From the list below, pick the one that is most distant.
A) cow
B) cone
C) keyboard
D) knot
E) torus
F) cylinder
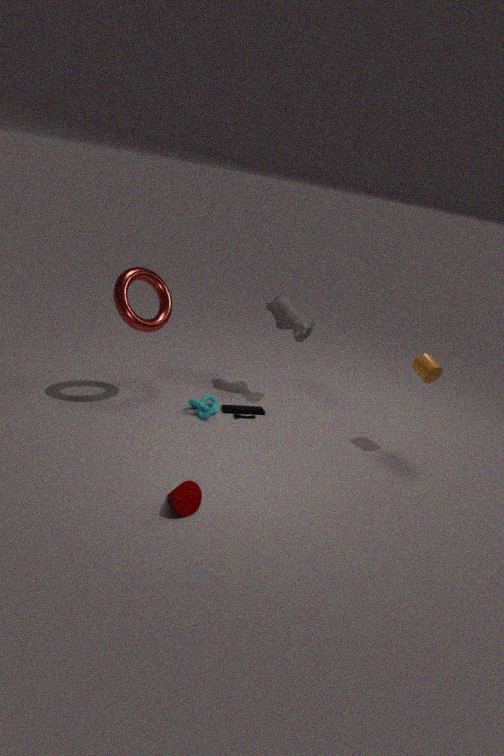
cow
